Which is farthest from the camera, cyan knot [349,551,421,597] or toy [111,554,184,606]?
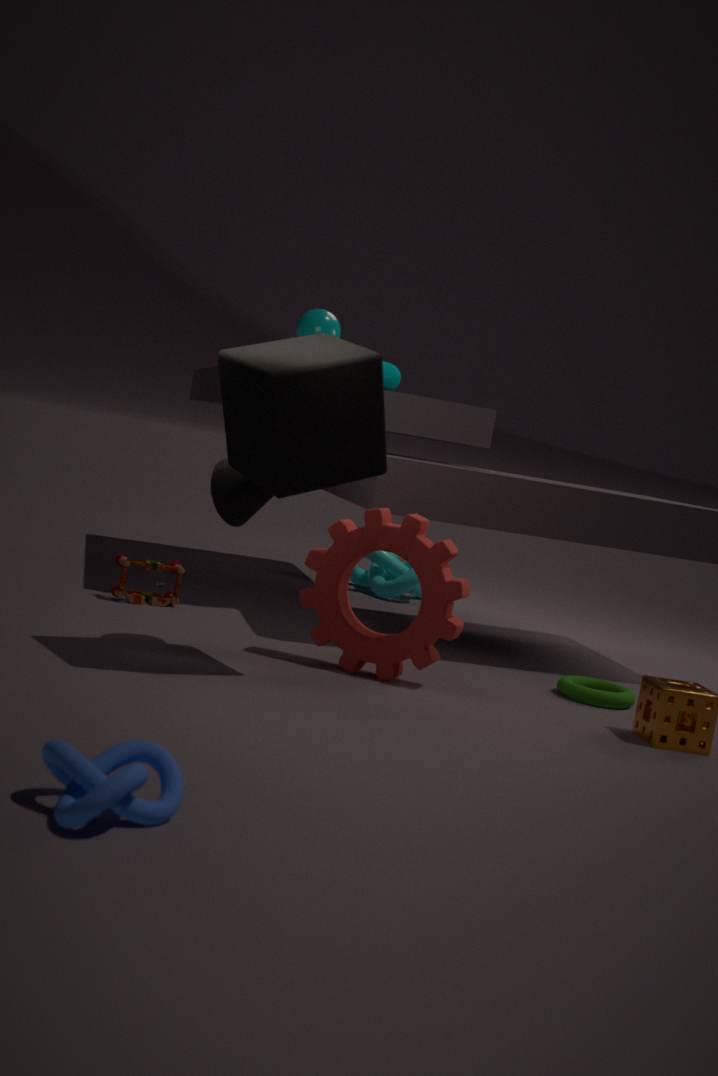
cyan knot [349,551,421,597]
